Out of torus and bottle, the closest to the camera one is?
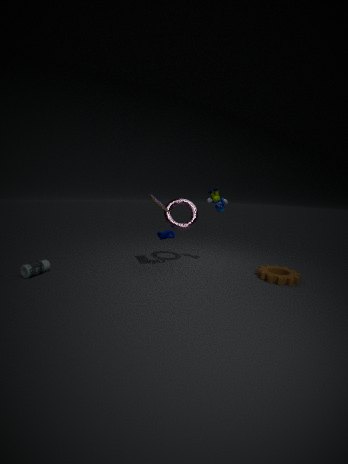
bottle
